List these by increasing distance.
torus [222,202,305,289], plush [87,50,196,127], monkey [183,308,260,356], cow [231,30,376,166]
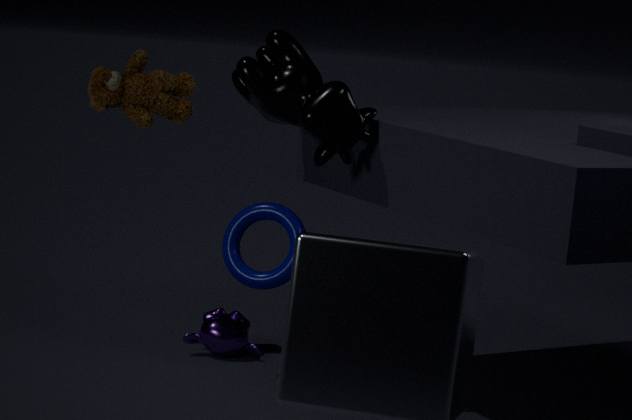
cow [231,30,376,166], torus [222,202,305,289], plush [87,50,196,127], monkey [183,308,260,356]
